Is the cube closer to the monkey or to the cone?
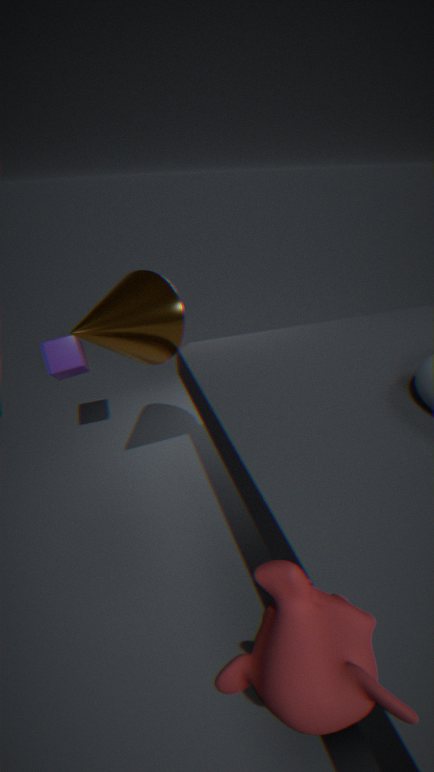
the cone
